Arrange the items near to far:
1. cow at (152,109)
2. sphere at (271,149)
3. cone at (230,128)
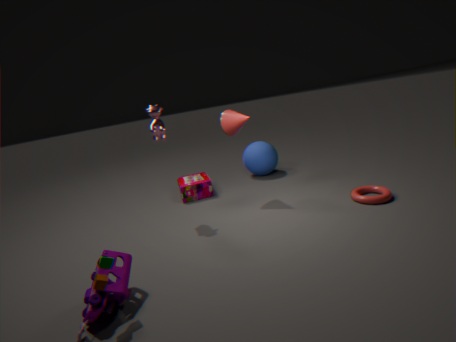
cow at (152,109) < cone at (230,128) < sphere at (271,149)
